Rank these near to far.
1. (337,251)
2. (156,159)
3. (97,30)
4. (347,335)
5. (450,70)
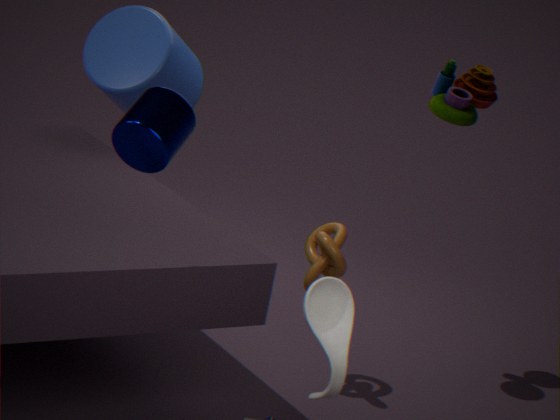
(347,335) → (156,159) → (337,251) → (450,70) → (97,30)
